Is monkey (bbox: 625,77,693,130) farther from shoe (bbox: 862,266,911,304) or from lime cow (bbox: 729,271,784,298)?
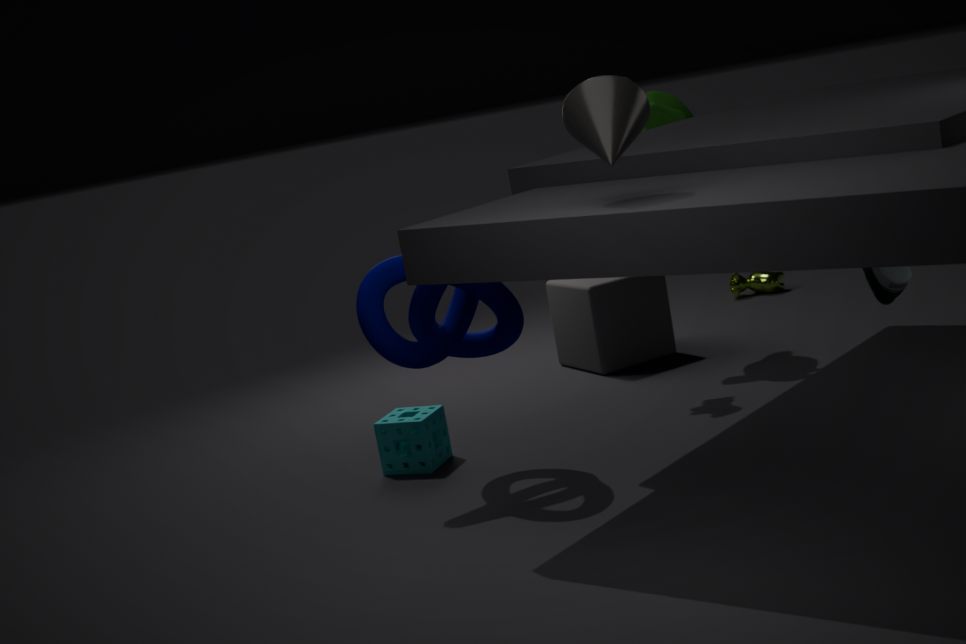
shoe (bbox: 862,266,911,304)
